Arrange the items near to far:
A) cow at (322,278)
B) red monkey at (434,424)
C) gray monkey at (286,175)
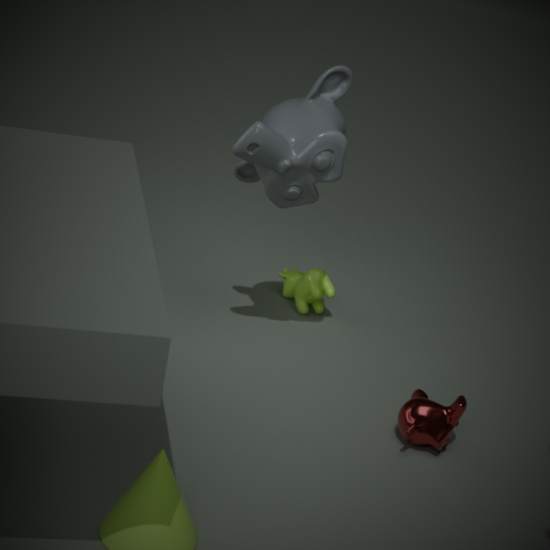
red monkey at (434,424), gray monkey at (286,175), cow at (322,278)
